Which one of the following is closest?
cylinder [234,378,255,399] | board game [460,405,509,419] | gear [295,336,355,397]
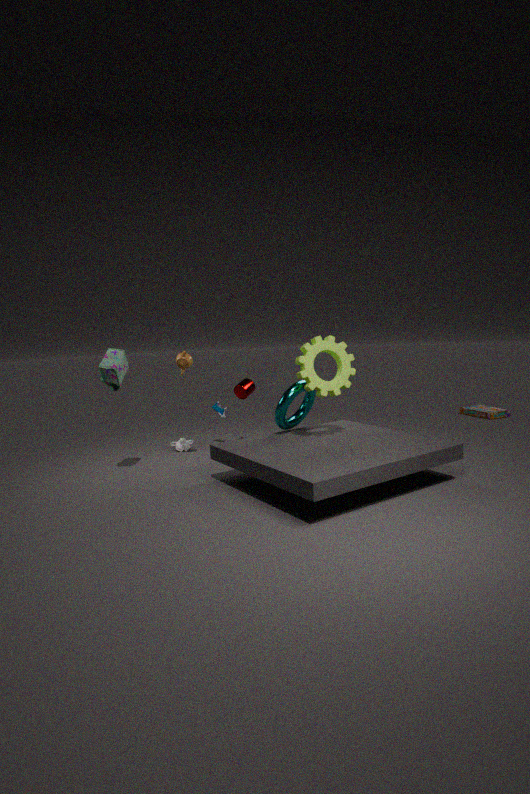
gear [295,336,355,397]
